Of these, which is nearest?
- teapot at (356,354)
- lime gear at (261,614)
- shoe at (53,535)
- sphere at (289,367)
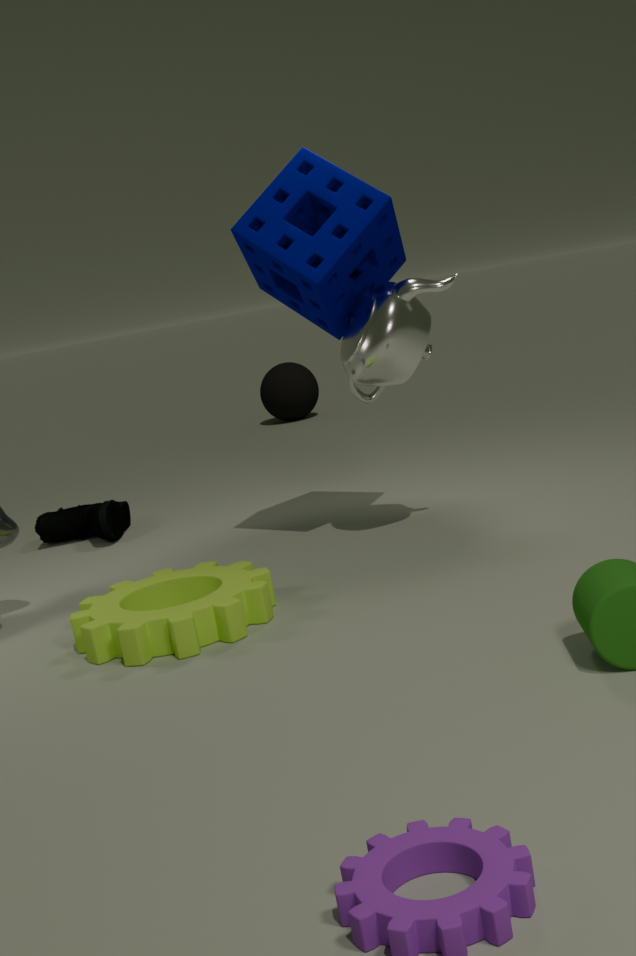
lime gear at (261,614)
